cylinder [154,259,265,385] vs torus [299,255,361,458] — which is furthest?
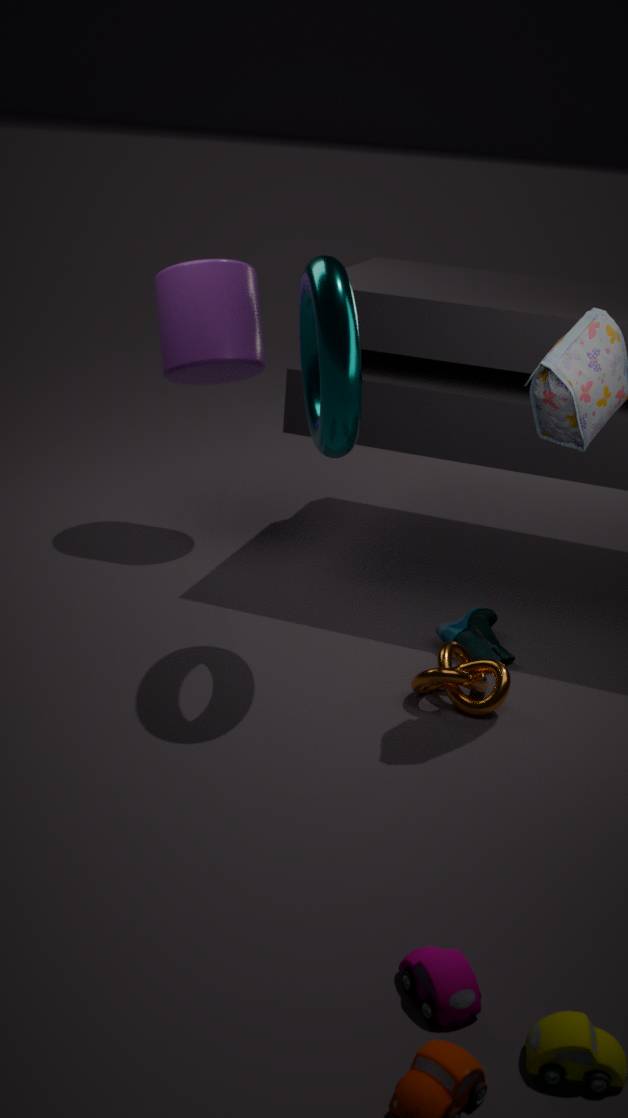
cylinder [154,259,265,385]
